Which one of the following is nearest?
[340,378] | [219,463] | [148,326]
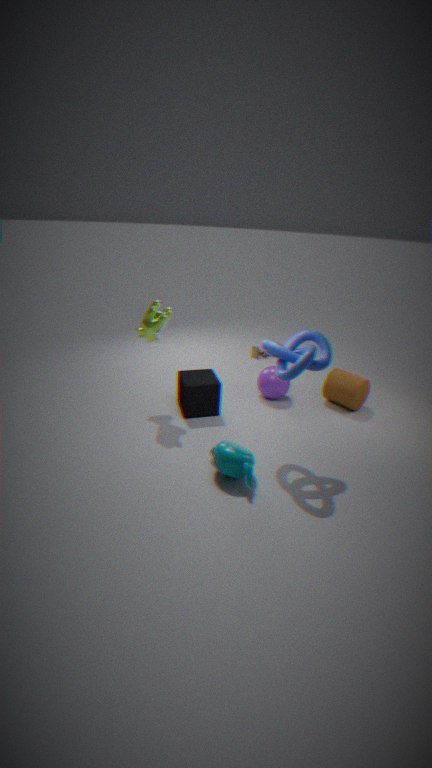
[219,463]
